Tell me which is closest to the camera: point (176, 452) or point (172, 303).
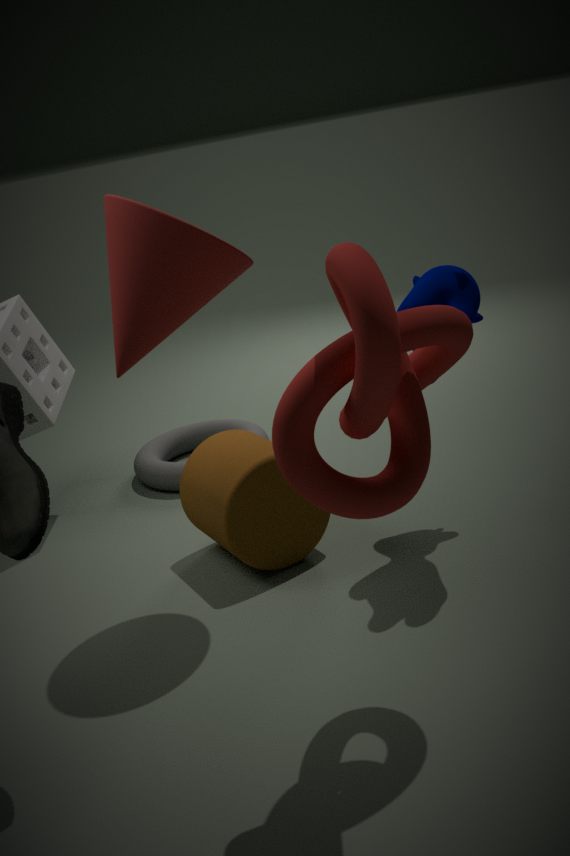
point (172, 303)
